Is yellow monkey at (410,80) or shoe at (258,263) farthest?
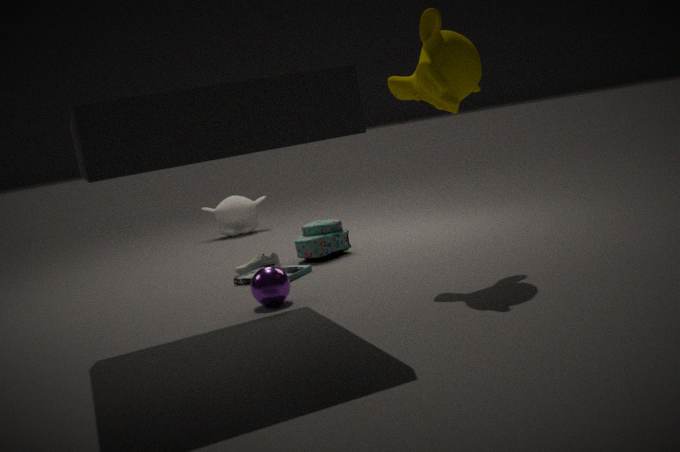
shoe at (258,263)
